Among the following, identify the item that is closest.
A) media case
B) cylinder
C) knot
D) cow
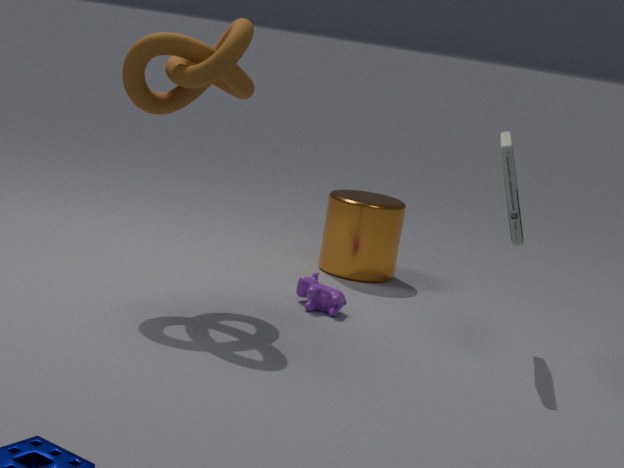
media case
